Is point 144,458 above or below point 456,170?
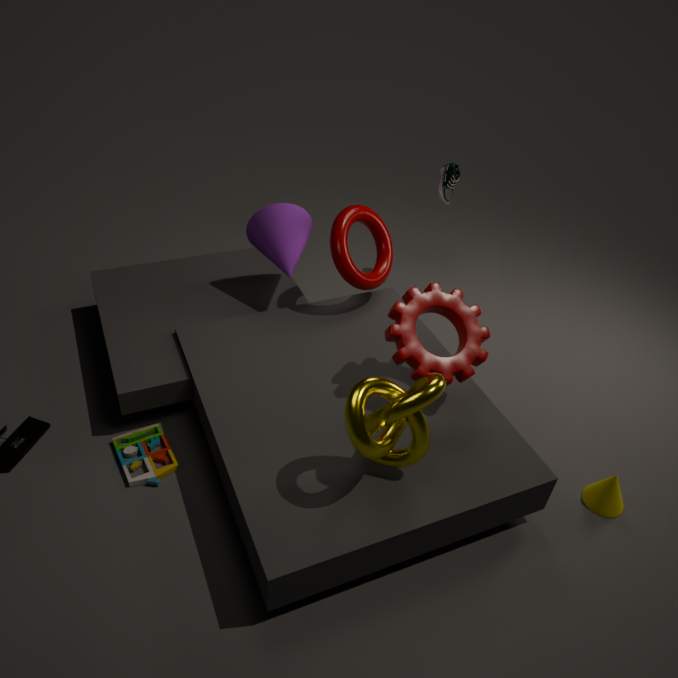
below
